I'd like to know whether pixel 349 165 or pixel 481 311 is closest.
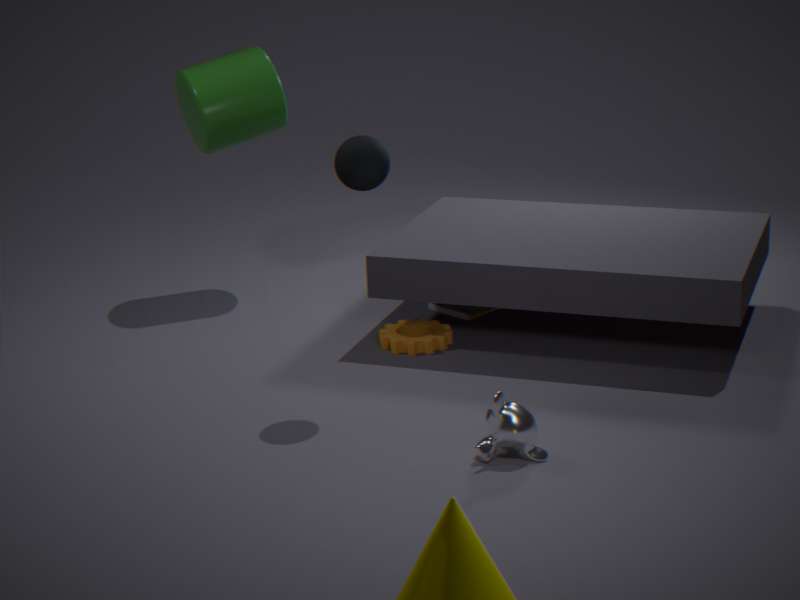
pixel 349 165
